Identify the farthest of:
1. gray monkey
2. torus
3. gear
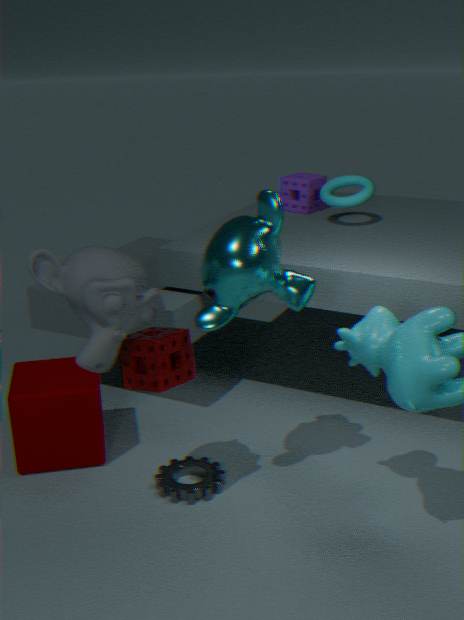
torus
